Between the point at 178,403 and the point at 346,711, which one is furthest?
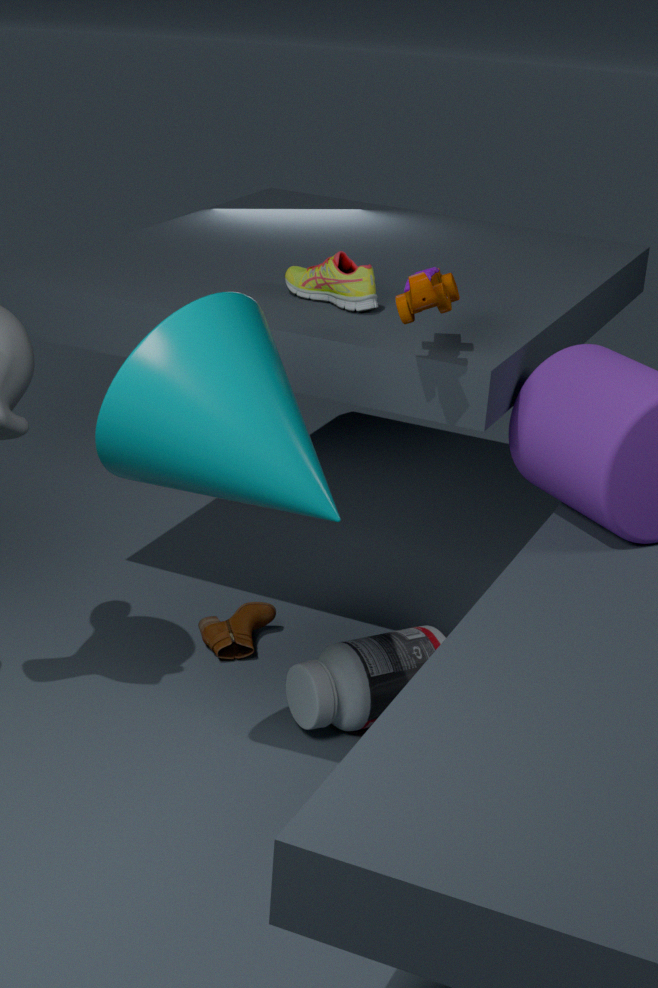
the point at 346,711
